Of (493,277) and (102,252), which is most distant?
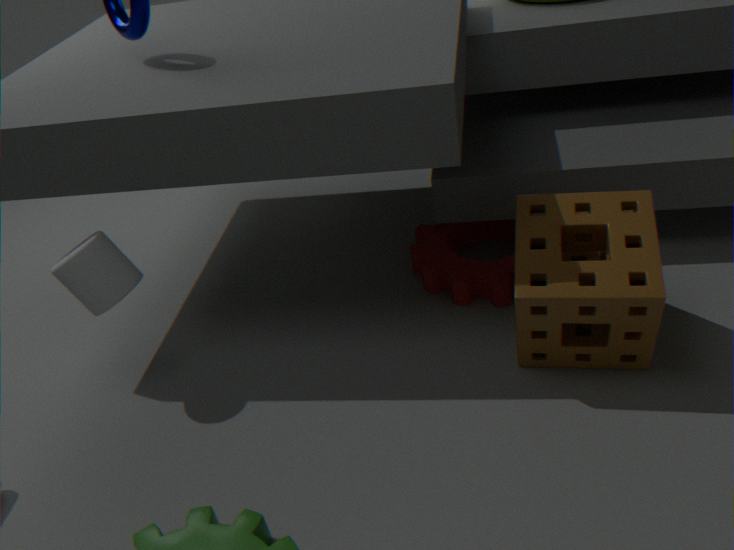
(493,277)
